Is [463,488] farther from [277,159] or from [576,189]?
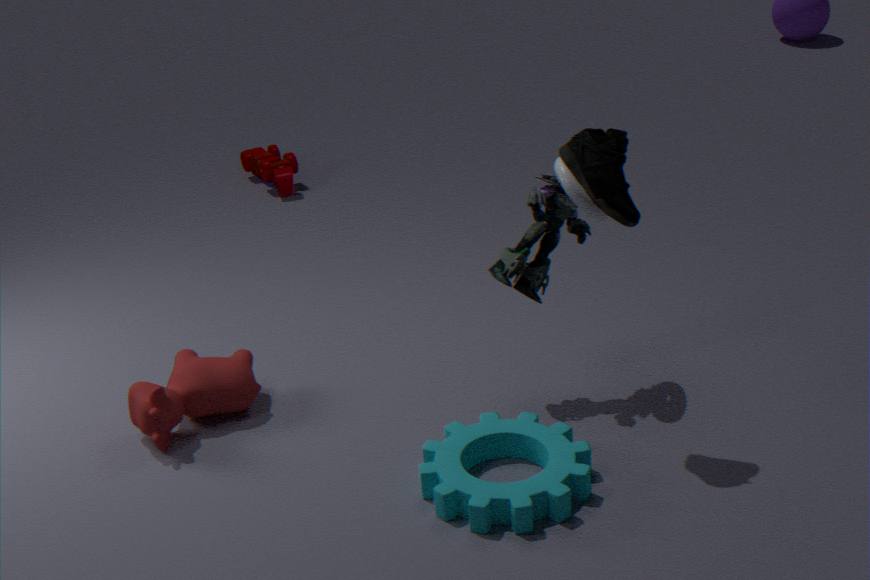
[277,159]
